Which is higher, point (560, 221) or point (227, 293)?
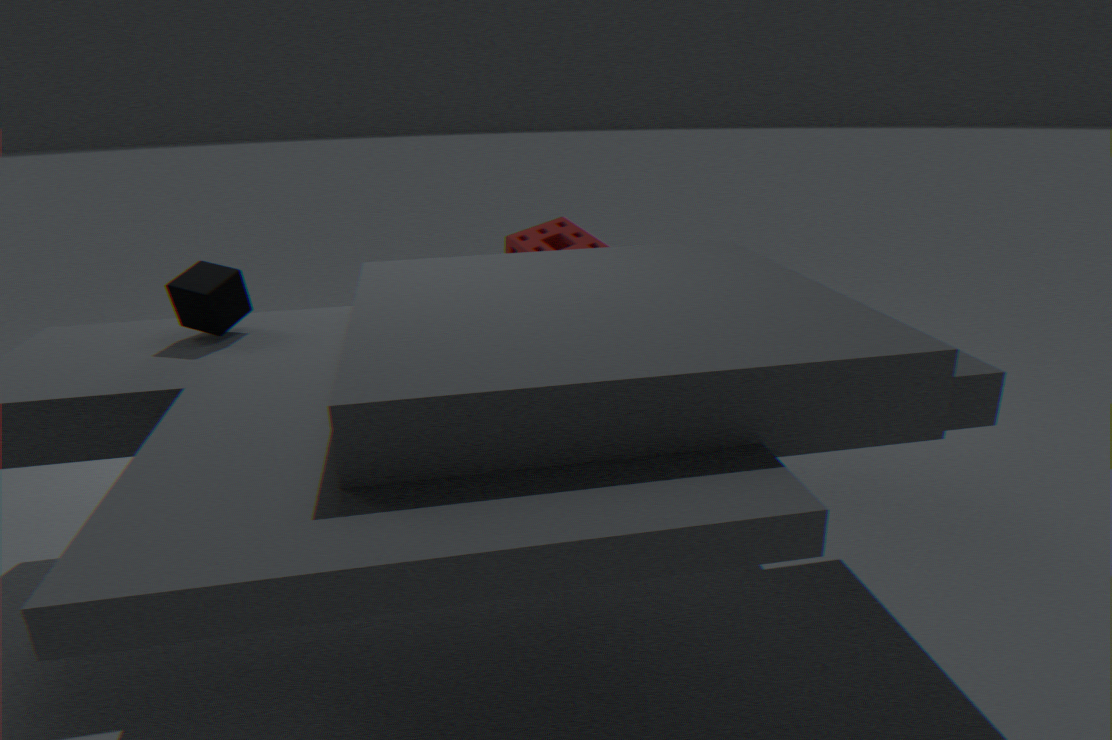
point (227, 293)
